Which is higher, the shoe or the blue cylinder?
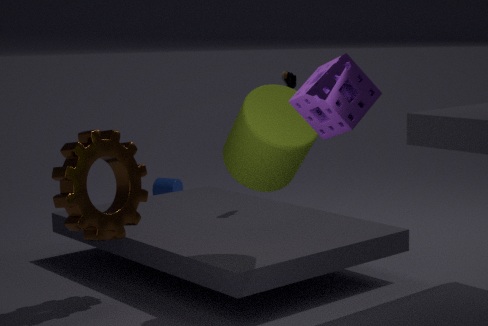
the shoe
